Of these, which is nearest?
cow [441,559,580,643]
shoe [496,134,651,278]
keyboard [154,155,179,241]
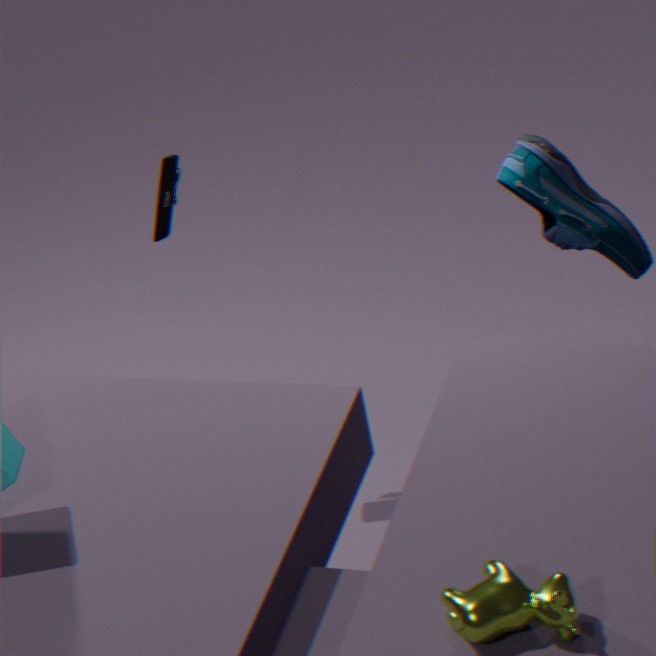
cow [441,559,580,643]
